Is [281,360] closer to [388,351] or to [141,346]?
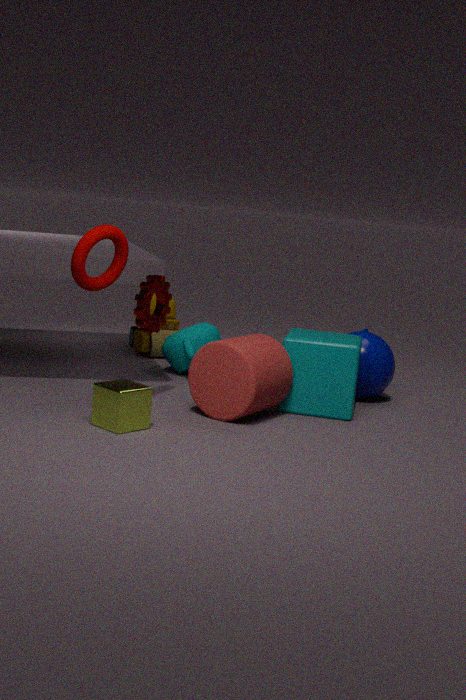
[388,351]
